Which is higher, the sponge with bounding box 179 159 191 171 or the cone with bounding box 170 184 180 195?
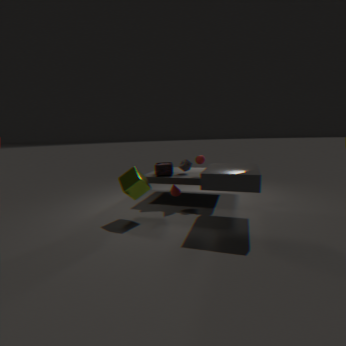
the sponge with bounding box 179 159 191 171
